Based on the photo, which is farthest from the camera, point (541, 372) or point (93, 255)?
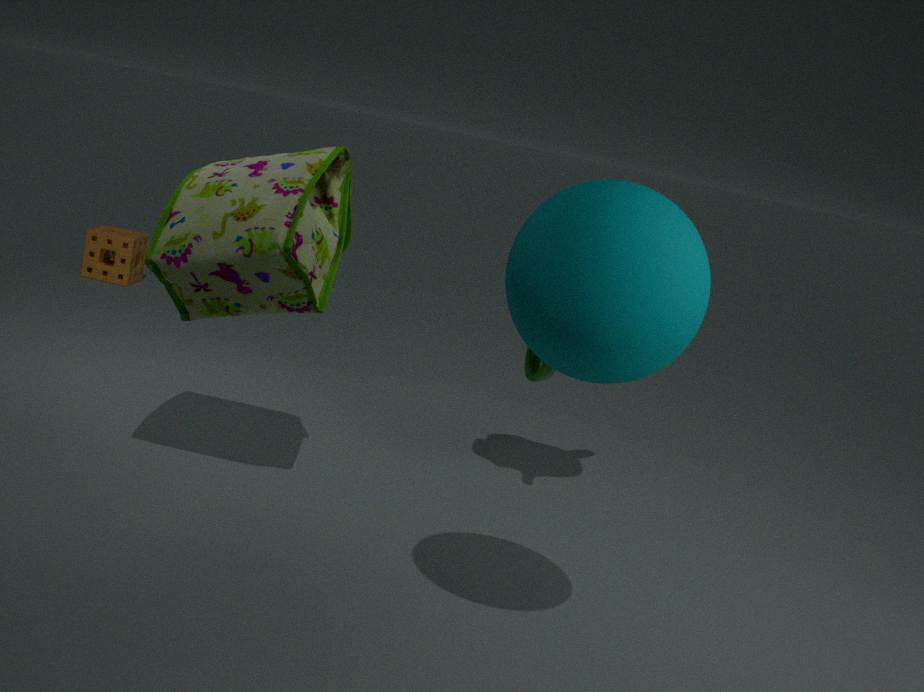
point (93, 255)
